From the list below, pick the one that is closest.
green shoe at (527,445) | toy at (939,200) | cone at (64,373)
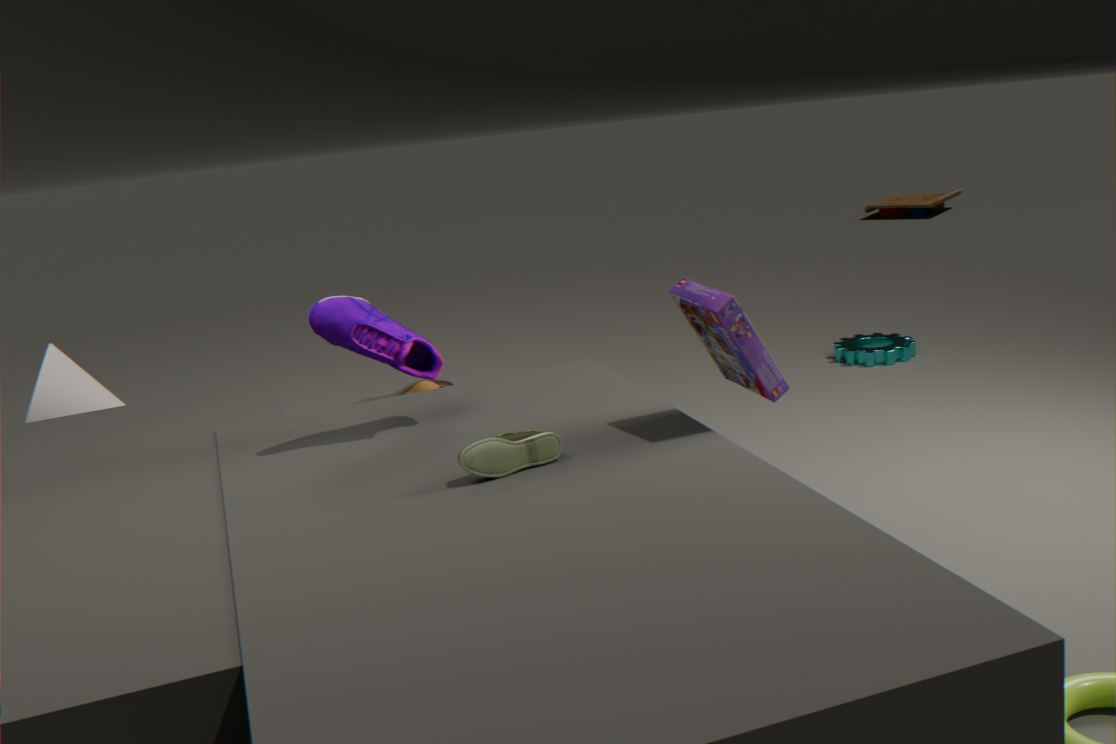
green shoe at (527,445)
